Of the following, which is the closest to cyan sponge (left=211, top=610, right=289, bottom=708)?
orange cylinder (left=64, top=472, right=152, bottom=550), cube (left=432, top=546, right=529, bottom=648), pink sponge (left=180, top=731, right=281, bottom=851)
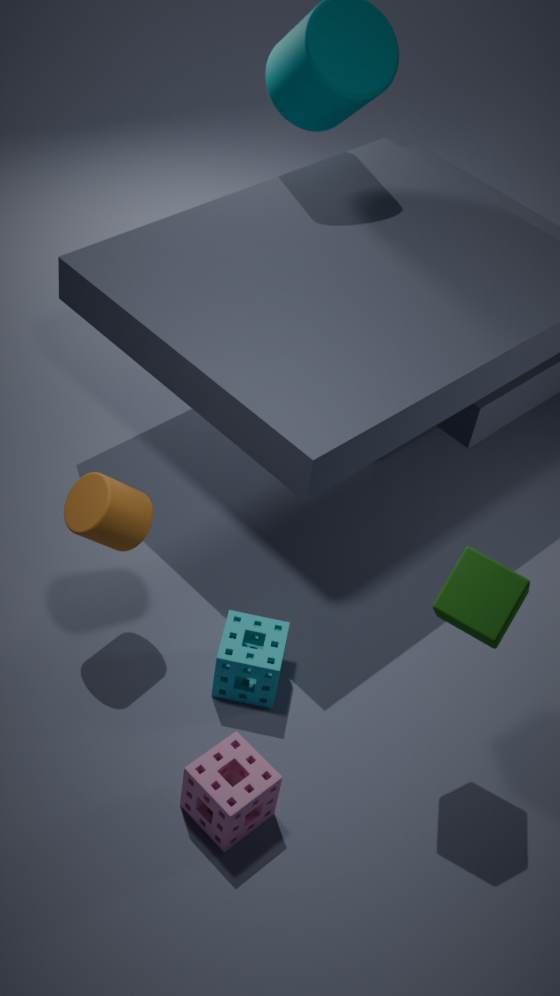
pink sponge (left=180, top=731, right=281, bottom=851)
